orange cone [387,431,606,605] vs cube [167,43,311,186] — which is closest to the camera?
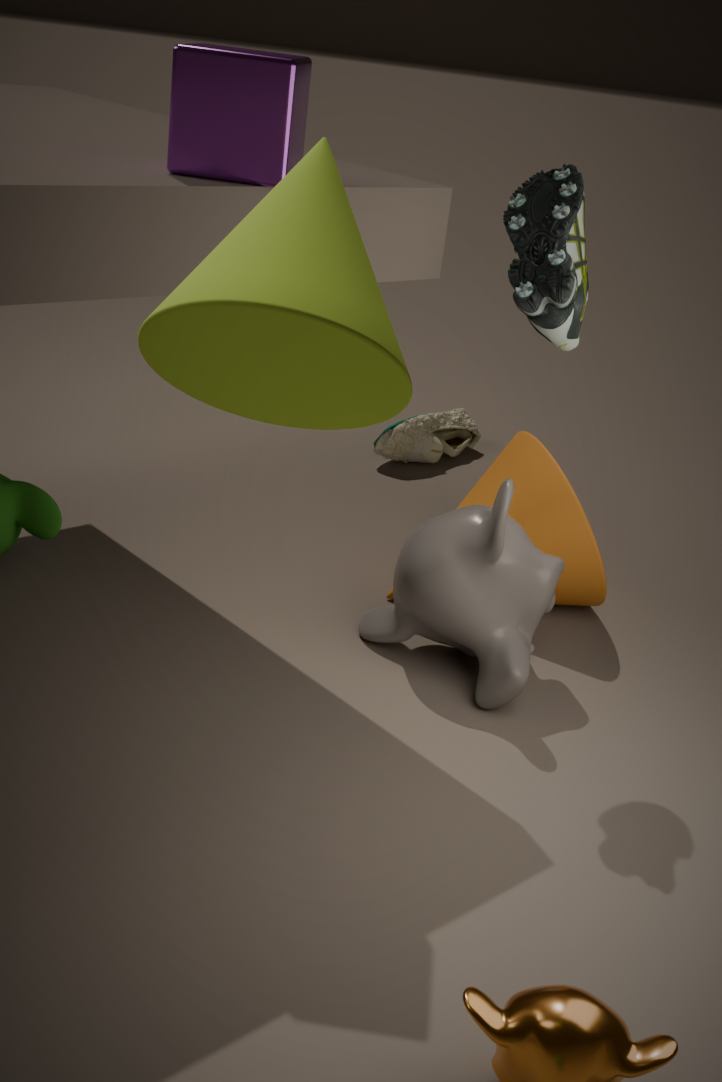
cube [167,43,311,186]
